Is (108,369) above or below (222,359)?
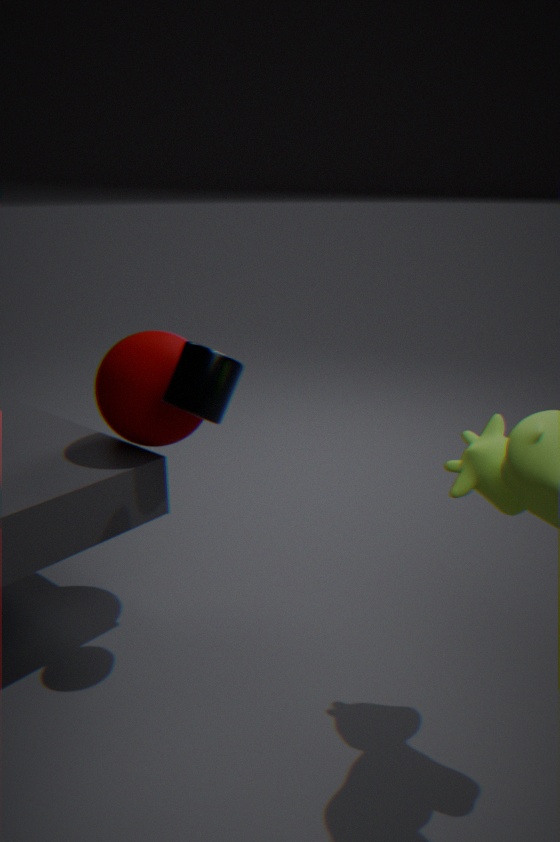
below
